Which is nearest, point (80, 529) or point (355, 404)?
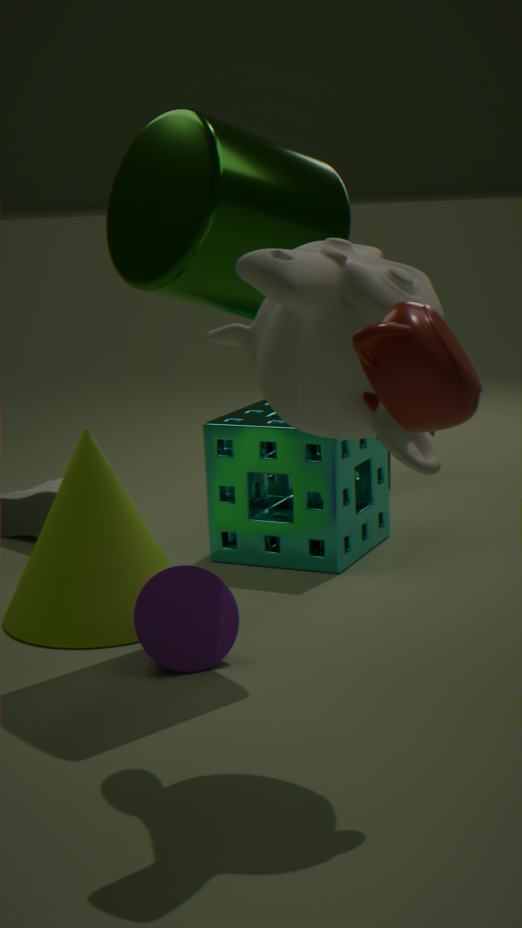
point (355, 404)
